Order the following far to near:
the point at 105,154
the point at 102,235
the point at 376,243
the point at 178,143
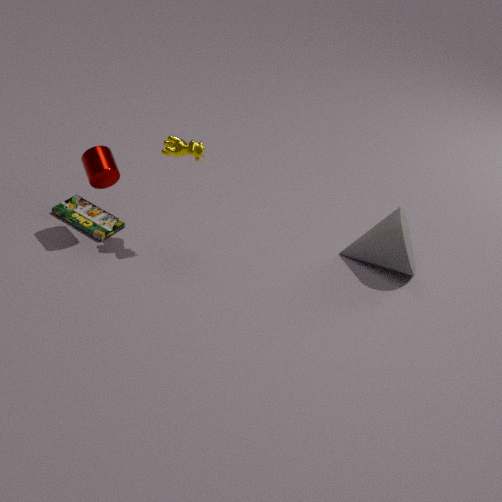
1. the point at 376,243
2. the point at 102,235
3. the point at 105,154
4. the point at 178,143
